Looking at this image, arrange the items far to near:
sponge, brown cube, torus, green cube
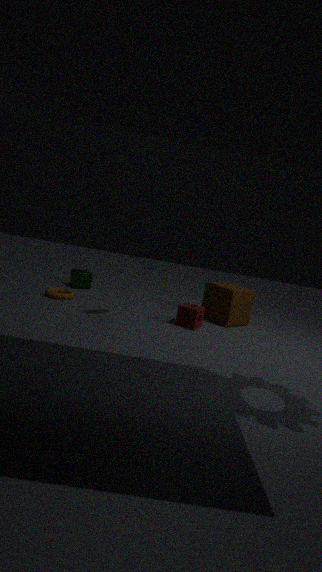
green cube < brown cube < torus < sponge
